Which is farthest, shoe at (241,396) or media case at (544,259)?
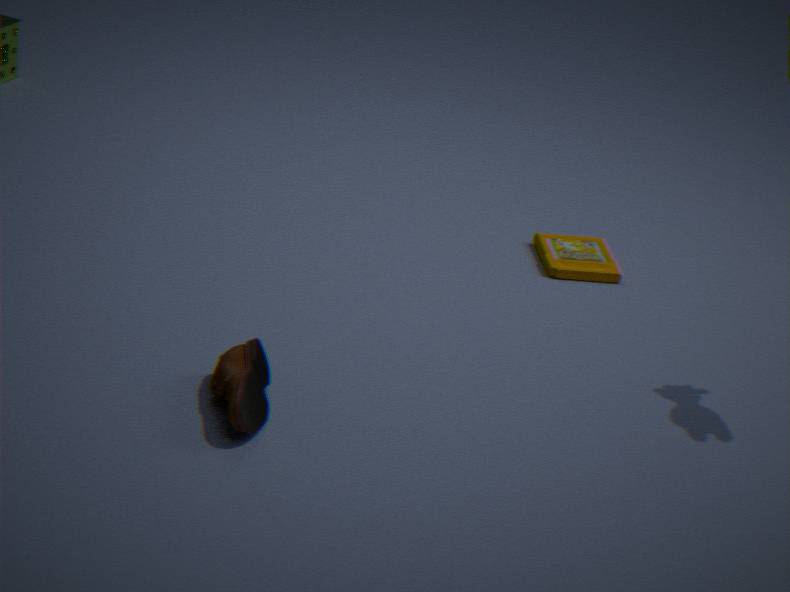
media case at (544,259)
